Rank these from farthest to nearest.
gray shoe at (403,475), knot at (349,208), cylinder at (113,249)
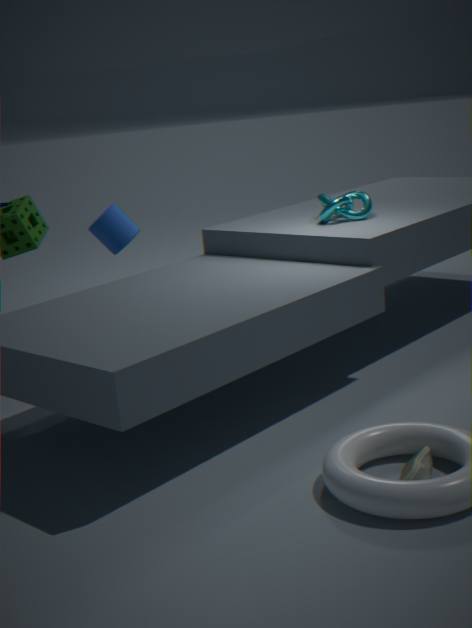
cylinder at (113,249) < knot at (349,208) < gray shoe at (403,475)
